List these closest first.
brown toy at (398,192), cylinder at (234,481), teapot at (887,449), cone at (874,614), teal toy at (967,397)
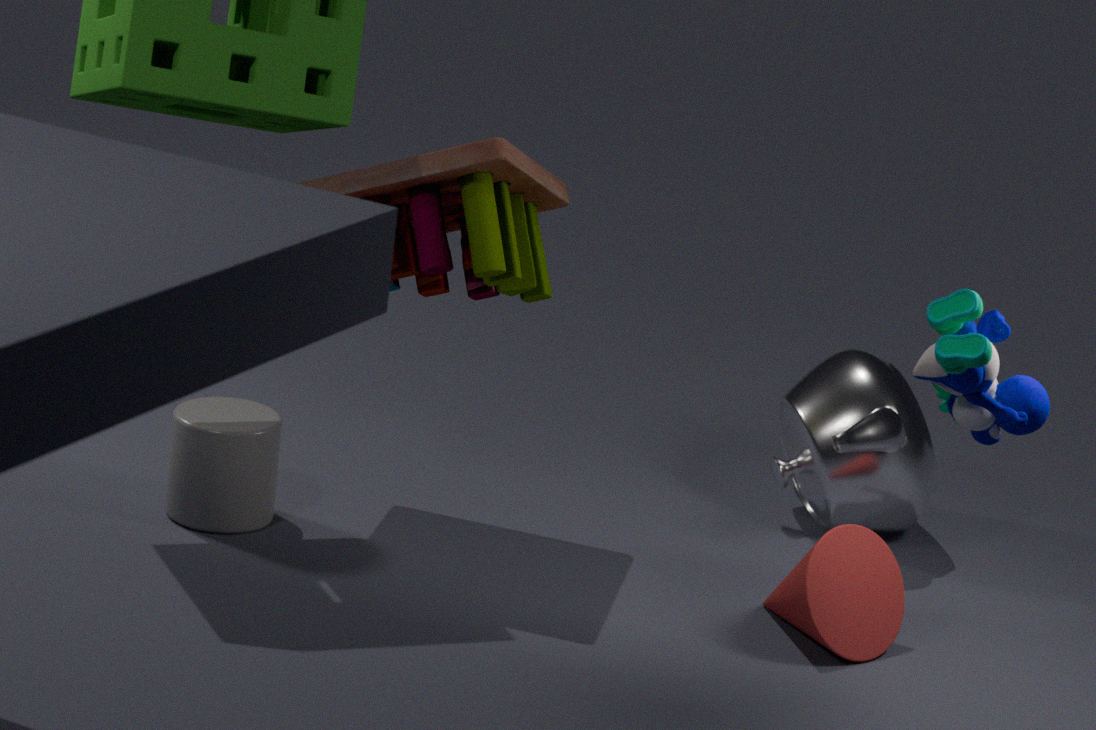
1. teal toy at (967,397)
2. cone at (874,614)
3. brown toy at (398,192)
4. cylinder at (234,481)
5. teapot at (887,449)
